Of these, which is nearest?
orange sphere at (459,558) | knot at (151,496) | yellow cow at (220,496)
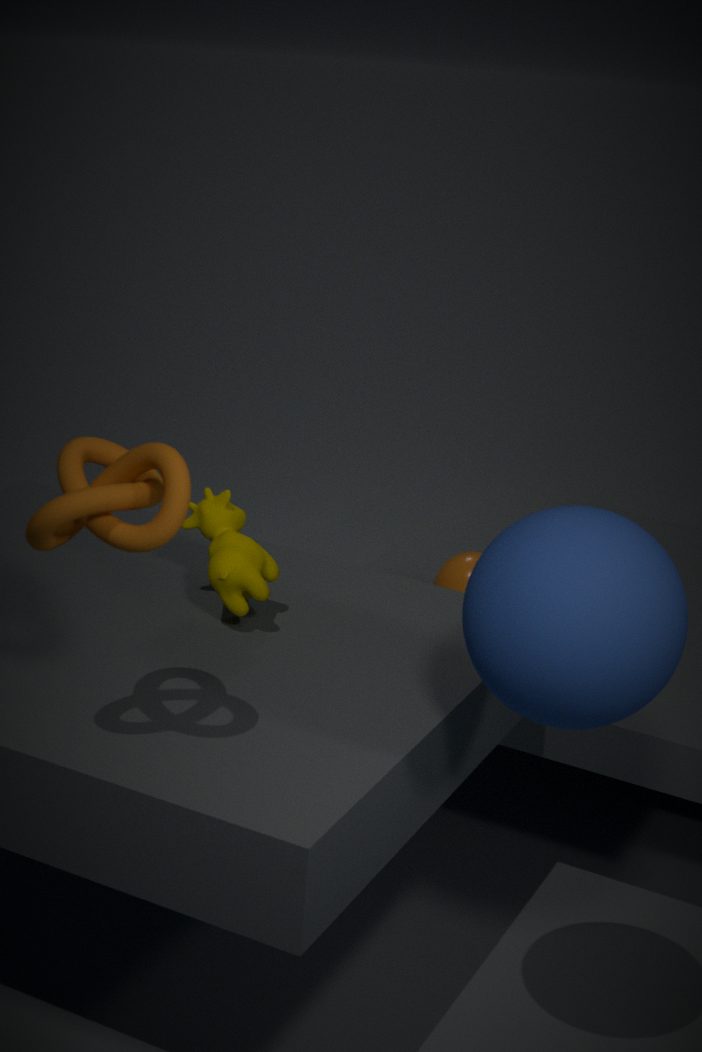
knot at (151,496)
